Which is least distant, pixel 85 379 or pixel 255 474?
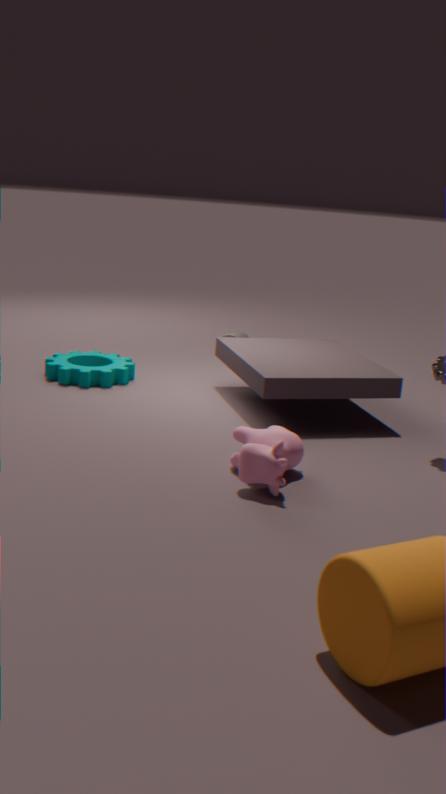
pixel 255 474
